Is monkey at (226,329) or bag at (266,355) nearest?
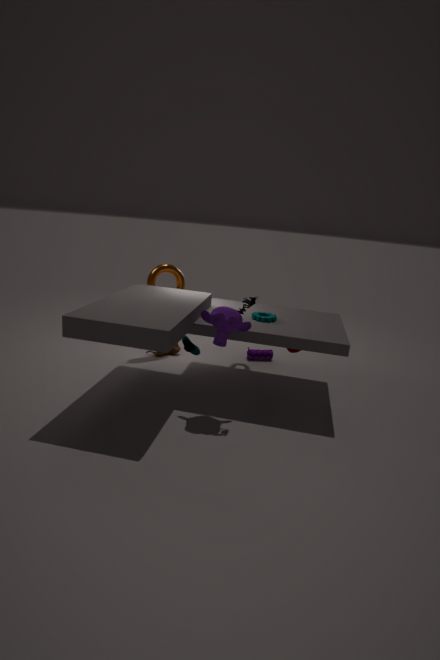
monkey at (226,329)
